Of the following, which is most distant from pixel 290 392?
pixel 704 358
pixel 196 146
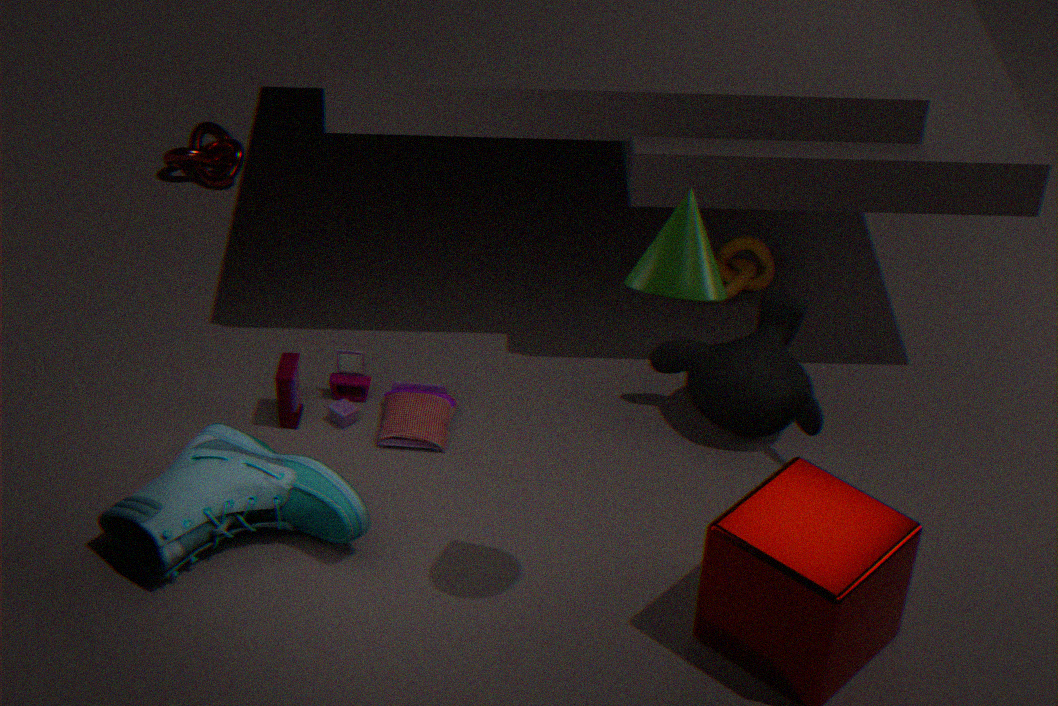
pixel 196 146
